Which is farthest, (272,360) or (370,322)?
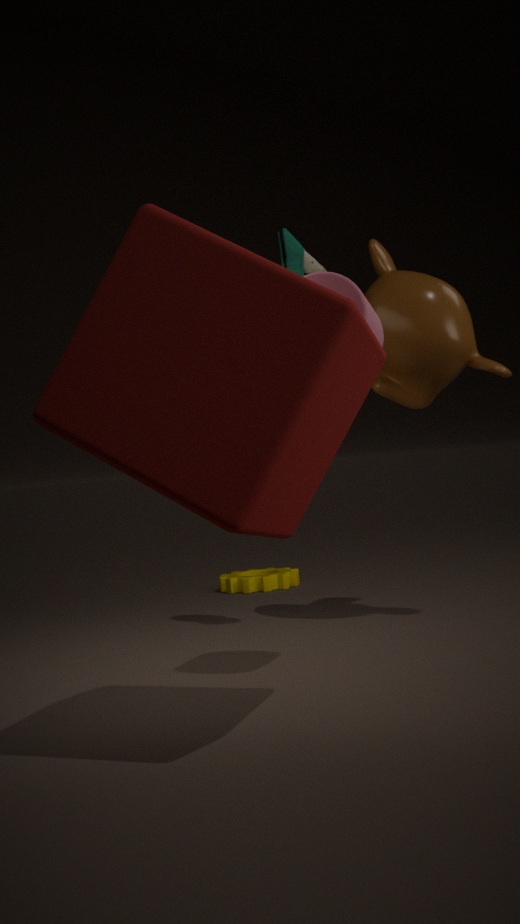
(370,322)
